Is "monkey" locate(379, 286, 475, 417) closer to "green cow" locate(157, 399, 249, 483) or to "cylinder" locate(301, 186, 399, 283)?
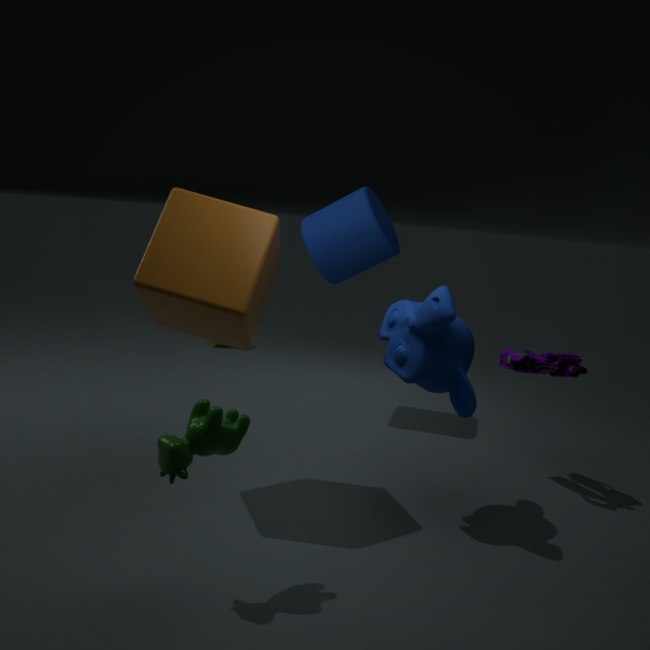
"green cow" locate(157, 399, 249, 483)
